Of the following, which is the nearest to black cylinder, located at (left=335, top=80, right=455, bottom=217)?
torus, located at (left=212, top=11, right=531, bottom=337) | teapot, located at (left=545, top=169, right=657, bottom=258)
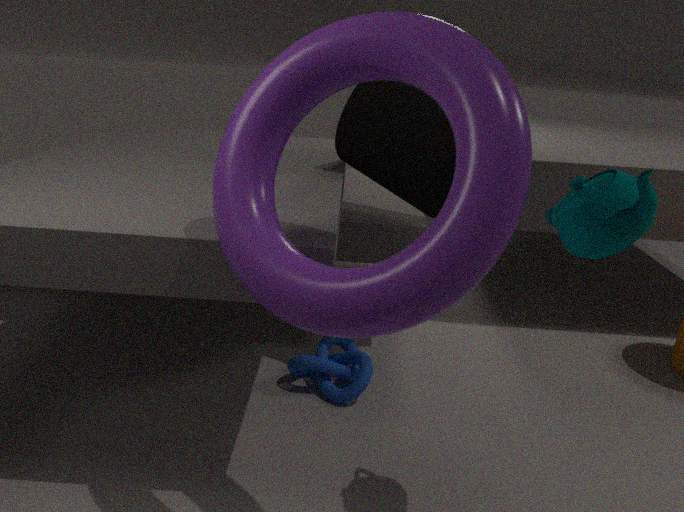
teapot, located at (left=545, top=169, right=657, bottom=258)
